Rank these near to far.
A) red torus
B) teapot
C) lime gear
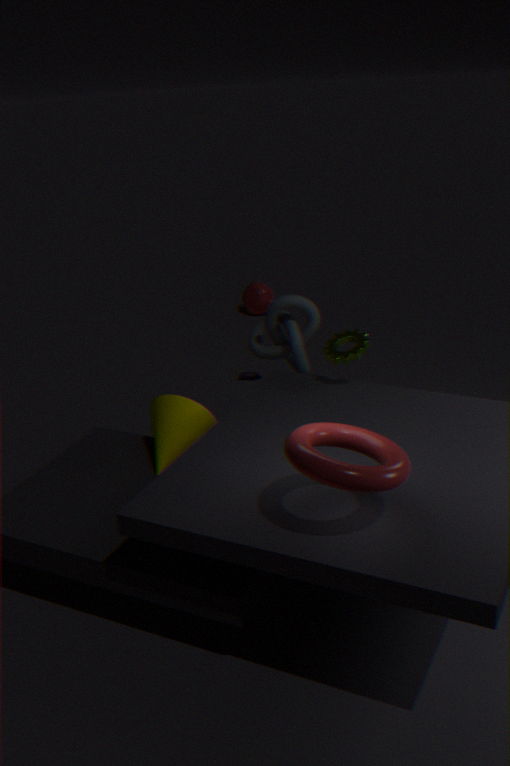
red torus
lime gear
teapot
